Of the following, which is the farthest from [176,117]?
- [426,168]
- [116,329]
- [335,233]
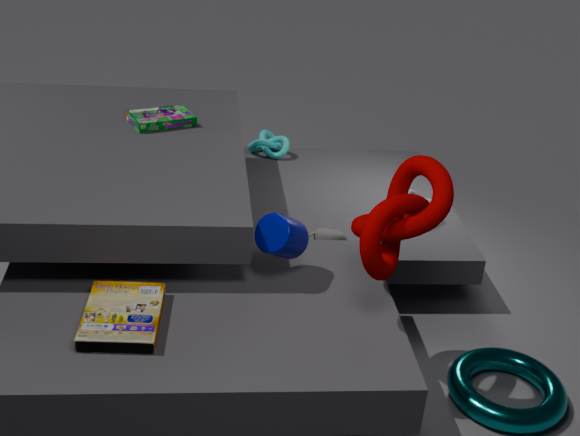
[426,168]
